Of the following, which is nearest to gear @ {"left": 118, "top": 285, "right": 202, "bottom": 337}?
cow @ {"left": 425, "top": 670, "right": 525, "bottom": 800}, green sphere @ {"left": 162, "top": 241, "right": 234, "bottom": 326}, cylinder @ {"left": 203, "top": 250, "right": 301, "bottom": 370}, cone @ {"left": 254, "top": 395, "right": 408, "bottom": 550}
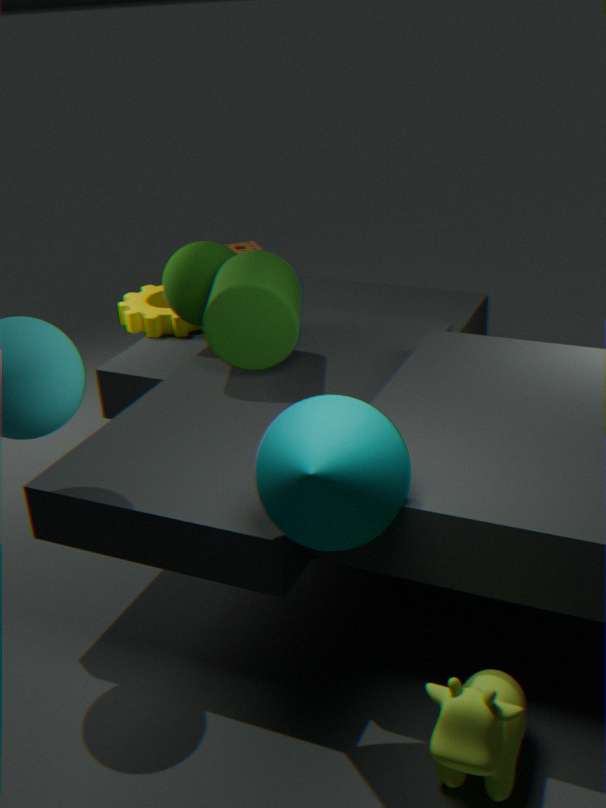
green sphere @ {"left": 162, "top": 241, "right": 234, "bottom": 326}
